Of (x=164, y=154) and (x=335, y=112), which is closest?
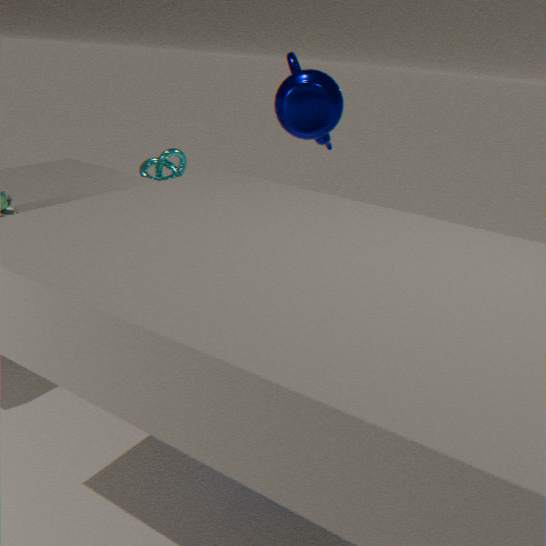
(x=335, y=112)
